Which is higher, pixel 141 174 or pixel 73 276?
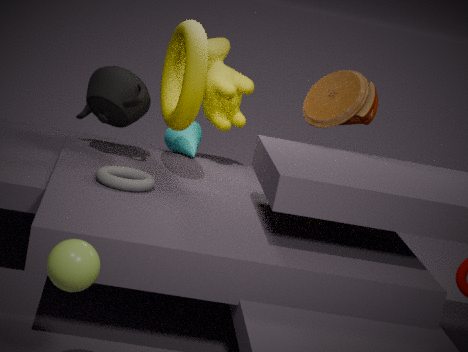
pixel 141 174
